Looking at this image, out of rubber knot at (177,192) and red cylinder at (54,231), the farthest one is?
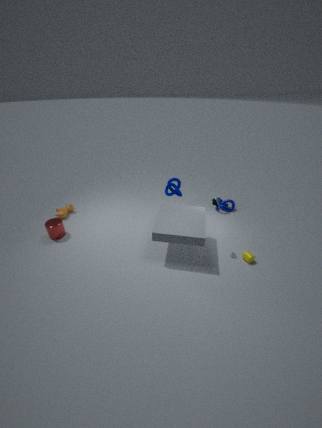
rubber knot at (177,192)
